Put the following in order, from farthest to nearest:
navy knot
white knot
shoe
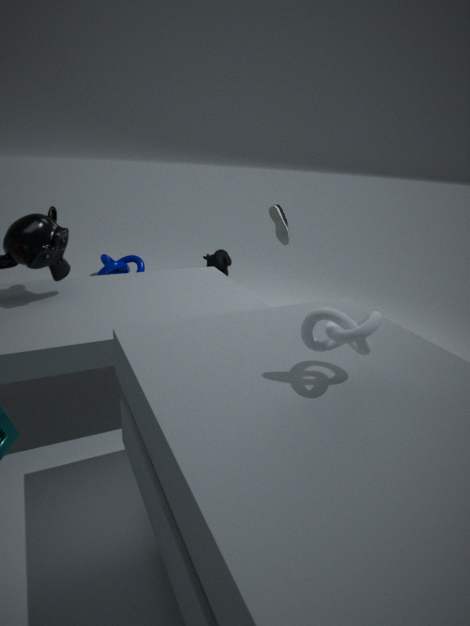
navy knot → shoe → white knot
